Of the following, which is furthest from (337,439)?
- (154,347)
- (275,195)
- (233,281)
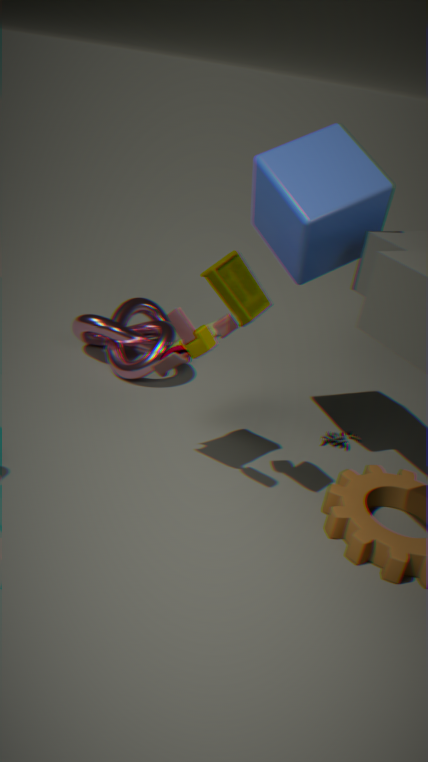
(154,347)
